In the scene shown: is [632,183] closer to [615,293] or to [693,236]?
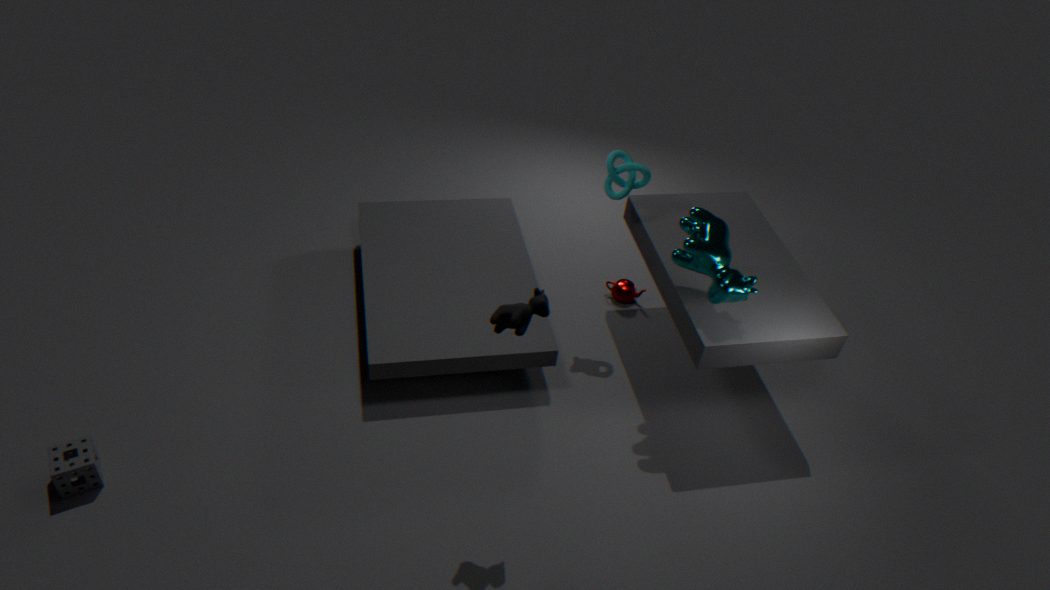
[693,236]
